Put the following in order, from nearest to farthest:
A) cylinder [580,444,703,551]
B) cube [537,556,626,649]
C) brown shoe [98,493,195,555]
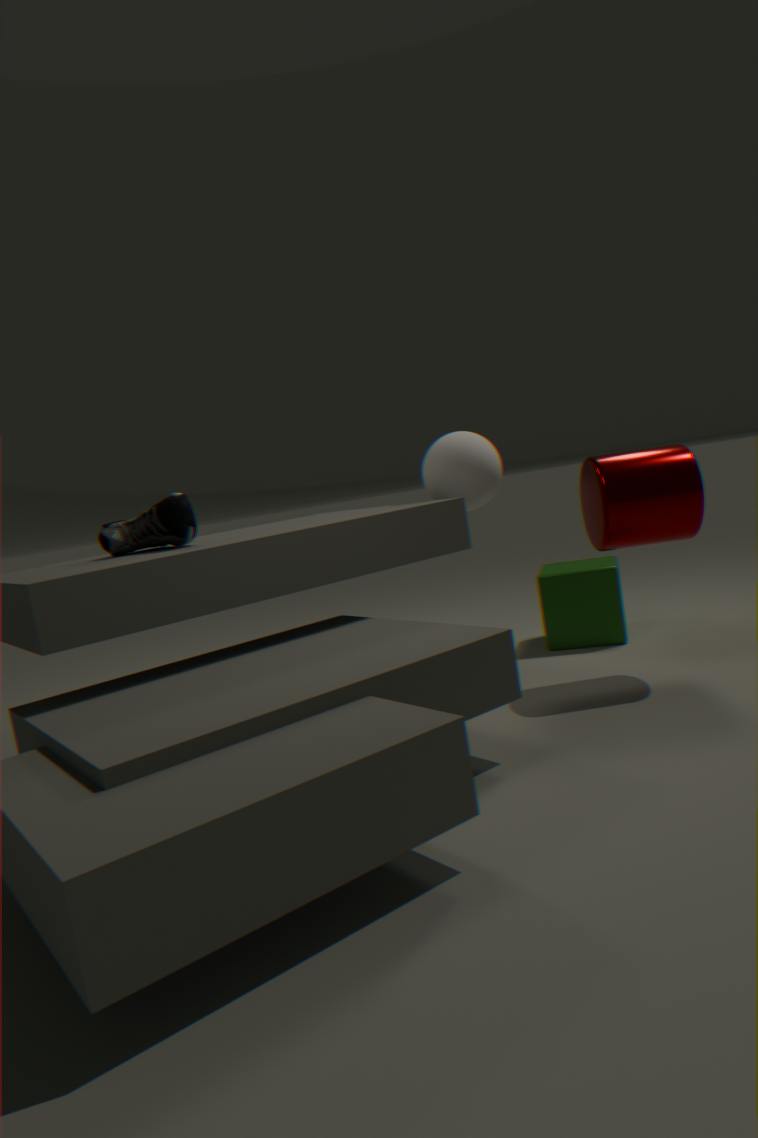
cylinder [580,444,703,551] → brown shoe [98,493,195,555] → cube [537,556,626,649]
